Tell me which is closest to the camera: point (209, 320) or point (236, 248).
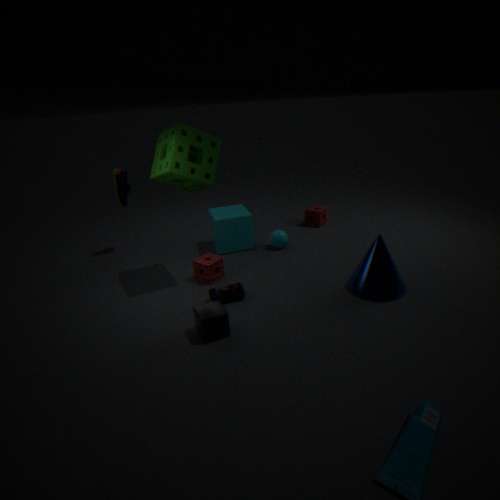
point (209, 320)
